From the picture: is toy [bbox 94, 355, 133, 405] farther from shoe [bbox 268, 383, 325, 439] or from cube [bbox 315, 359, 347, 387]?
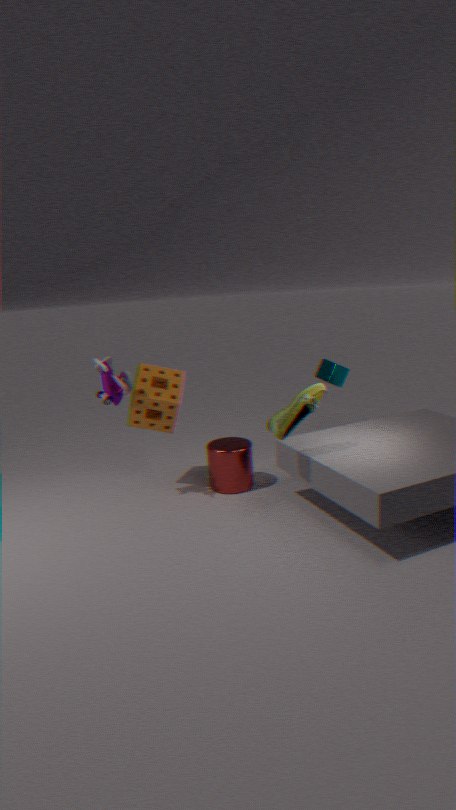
cube [bbox 315, 359, 347, 387]
